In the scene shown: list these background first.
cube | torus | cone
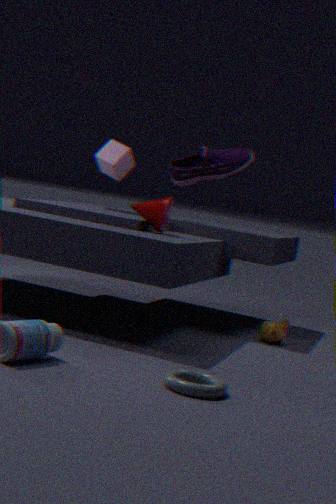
cube < cone < torus
